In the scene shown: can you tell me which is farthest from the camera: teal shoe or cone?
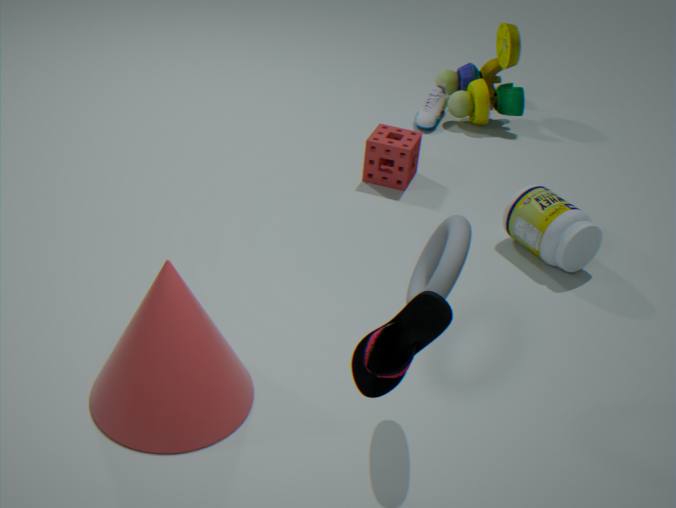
cone
